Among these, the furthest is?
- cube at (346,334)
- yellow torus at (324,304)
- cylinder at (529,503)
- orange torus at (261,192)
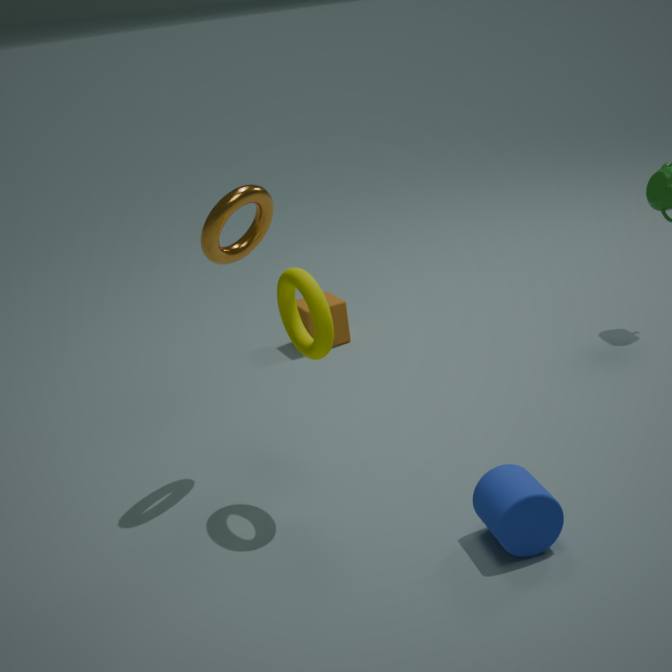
cube at (346,334)
